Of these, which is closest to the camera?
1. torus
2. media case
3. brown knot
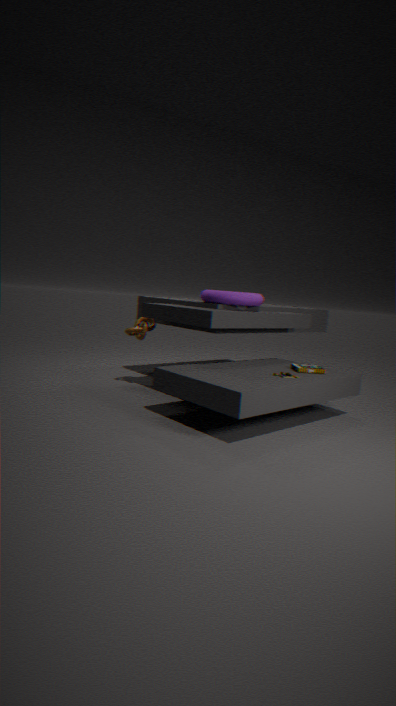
media case
